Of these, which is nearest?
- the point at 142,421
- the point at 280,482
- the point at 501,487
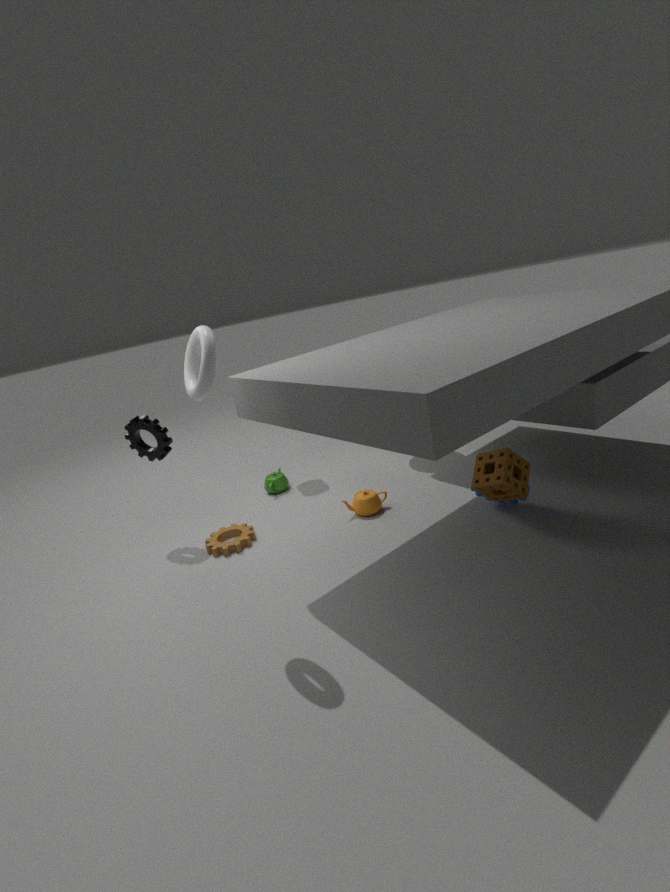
the point at 501,487
